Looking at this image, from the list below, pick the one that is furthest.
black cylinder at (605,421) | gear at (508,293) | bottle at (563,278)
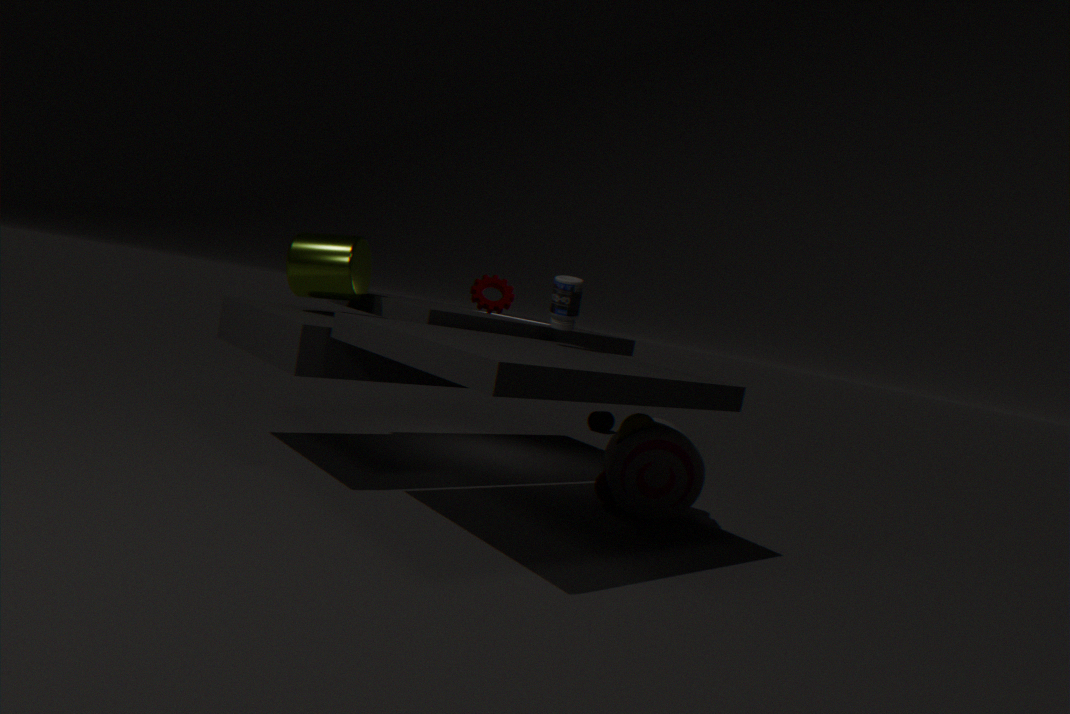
black cylinder at (605,421)
